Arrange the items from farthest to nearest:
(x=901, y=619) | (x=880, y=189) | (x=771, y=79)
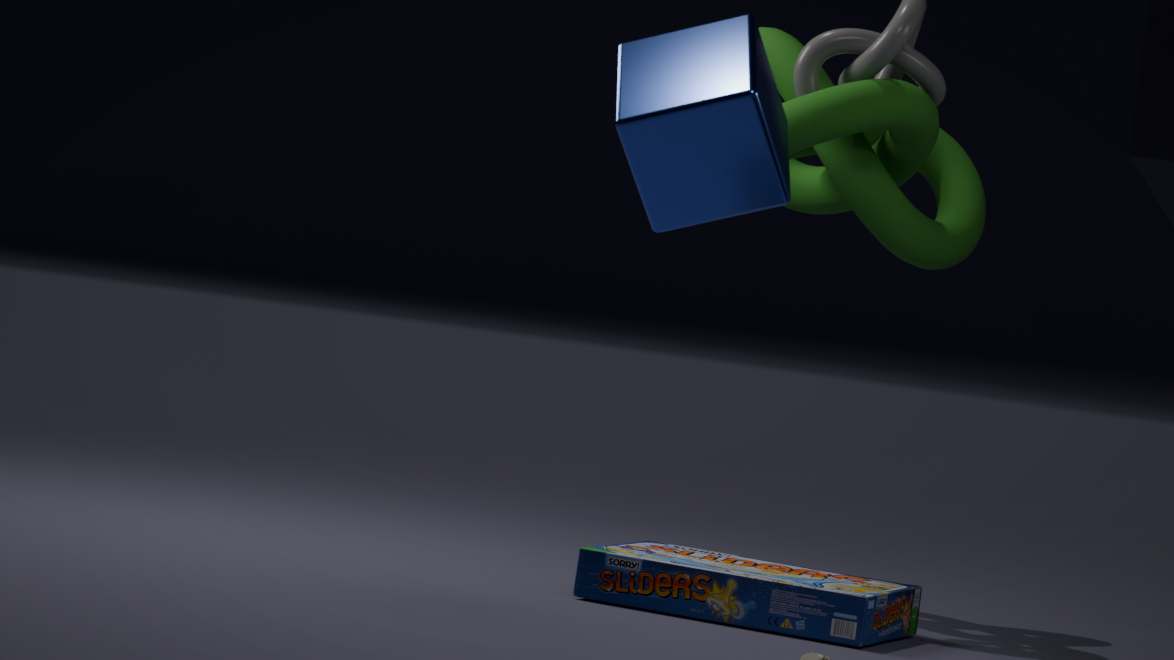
(x=880, y=189)
(x=901, y=619)
(x=771, y=79)
